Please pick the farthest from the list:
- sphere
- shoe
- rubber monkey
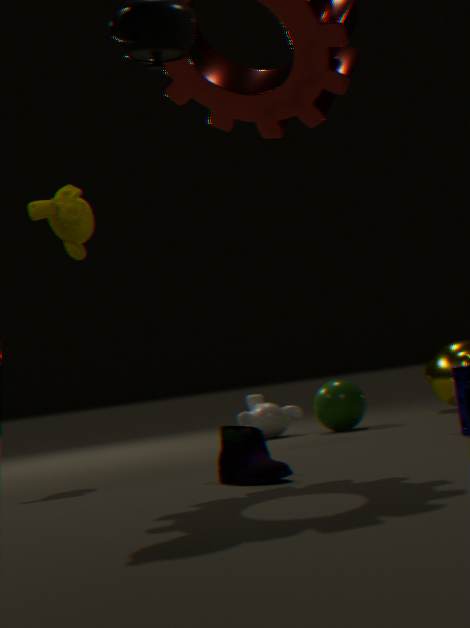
sphere
